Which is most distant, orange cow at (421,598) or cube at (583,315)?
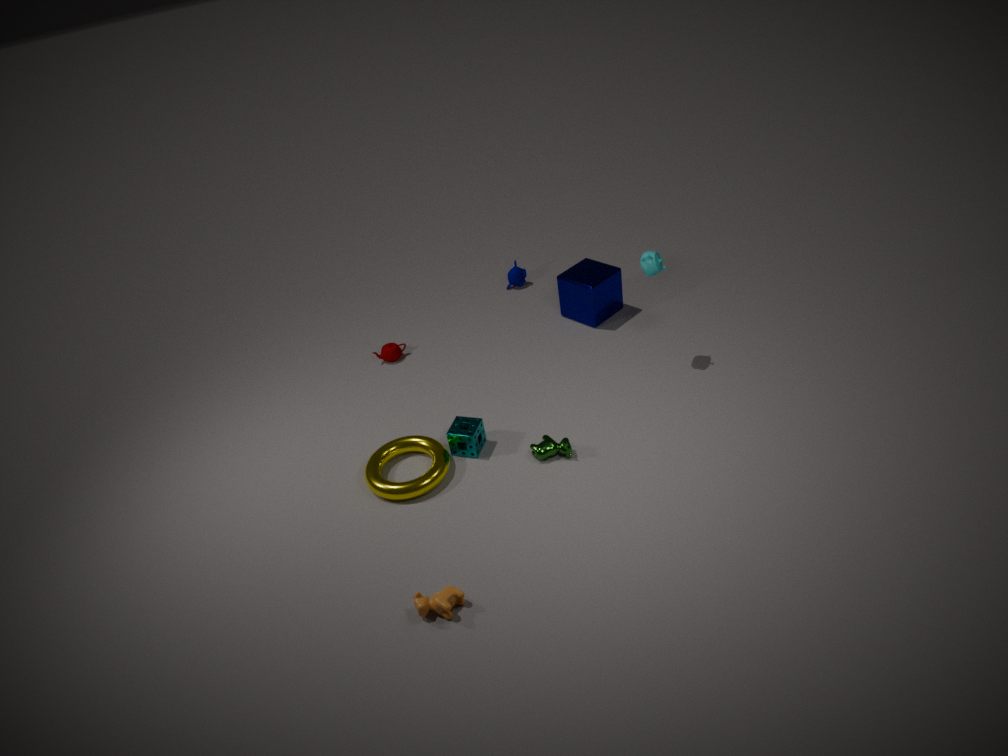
cube at (583,315)
